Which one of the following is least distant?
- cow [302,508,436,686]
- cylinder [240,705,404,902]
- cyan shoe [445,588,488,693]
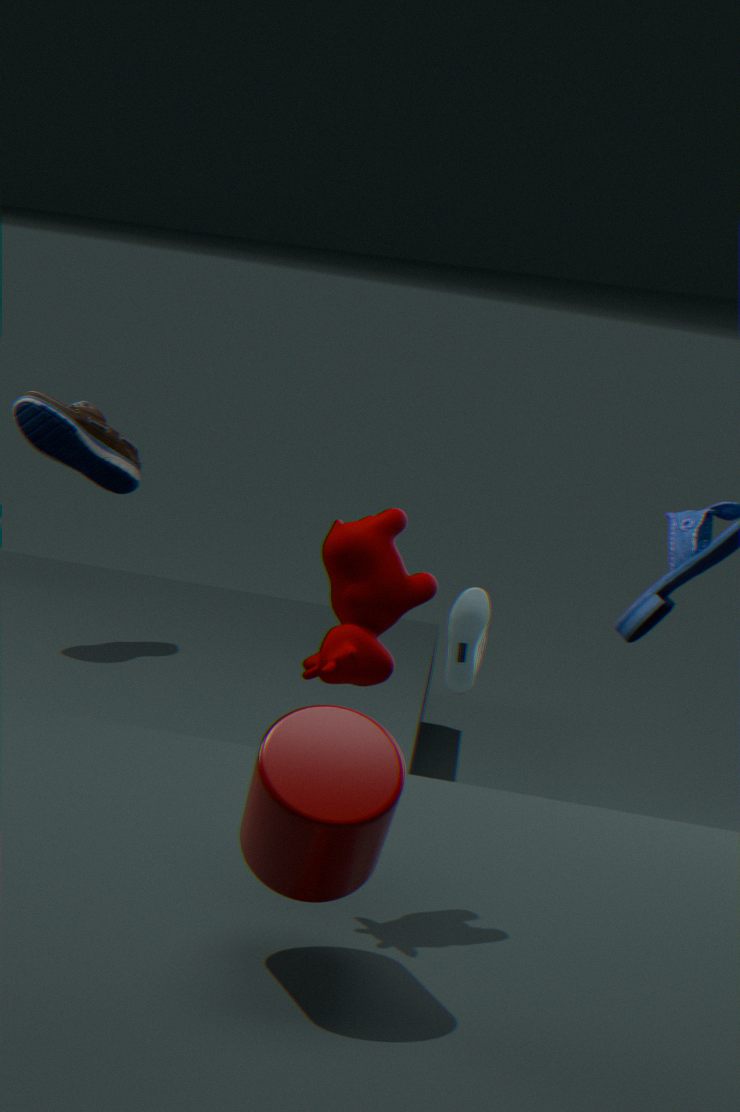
cylinder [240,705,404,902]
